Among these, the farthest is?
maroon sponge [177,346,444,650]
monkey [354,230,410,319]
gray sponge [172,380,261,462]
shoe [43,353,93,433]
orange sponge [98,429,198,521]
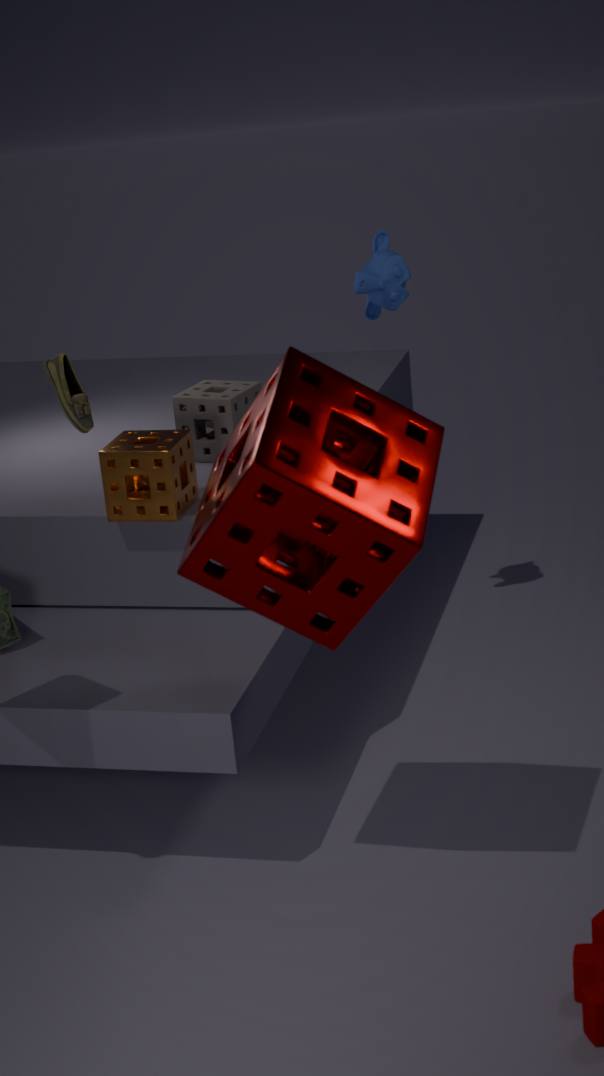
monkey [354,230,410,319]
